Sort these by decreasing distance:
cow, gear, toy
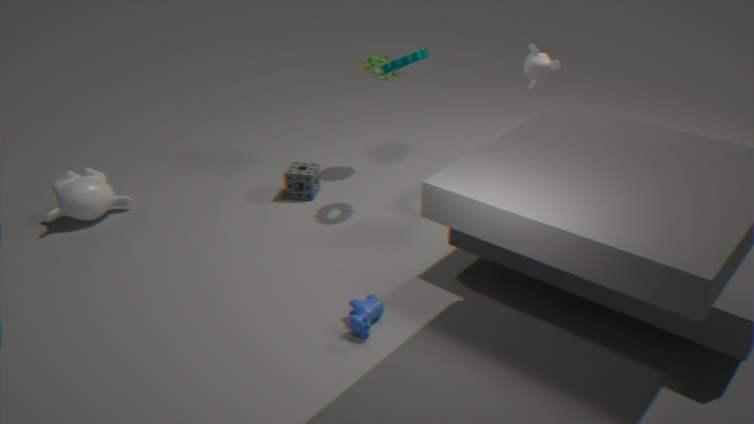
1. toy
2. gear
3. cow
